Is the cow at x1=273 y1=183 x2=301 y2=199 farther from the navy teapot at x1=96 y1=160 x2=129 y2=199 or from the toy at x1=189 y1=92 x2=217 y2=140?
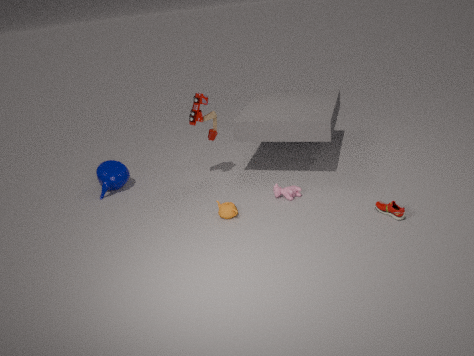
the navy teapot at x1=96 y1=160 x2=129 y2=199
